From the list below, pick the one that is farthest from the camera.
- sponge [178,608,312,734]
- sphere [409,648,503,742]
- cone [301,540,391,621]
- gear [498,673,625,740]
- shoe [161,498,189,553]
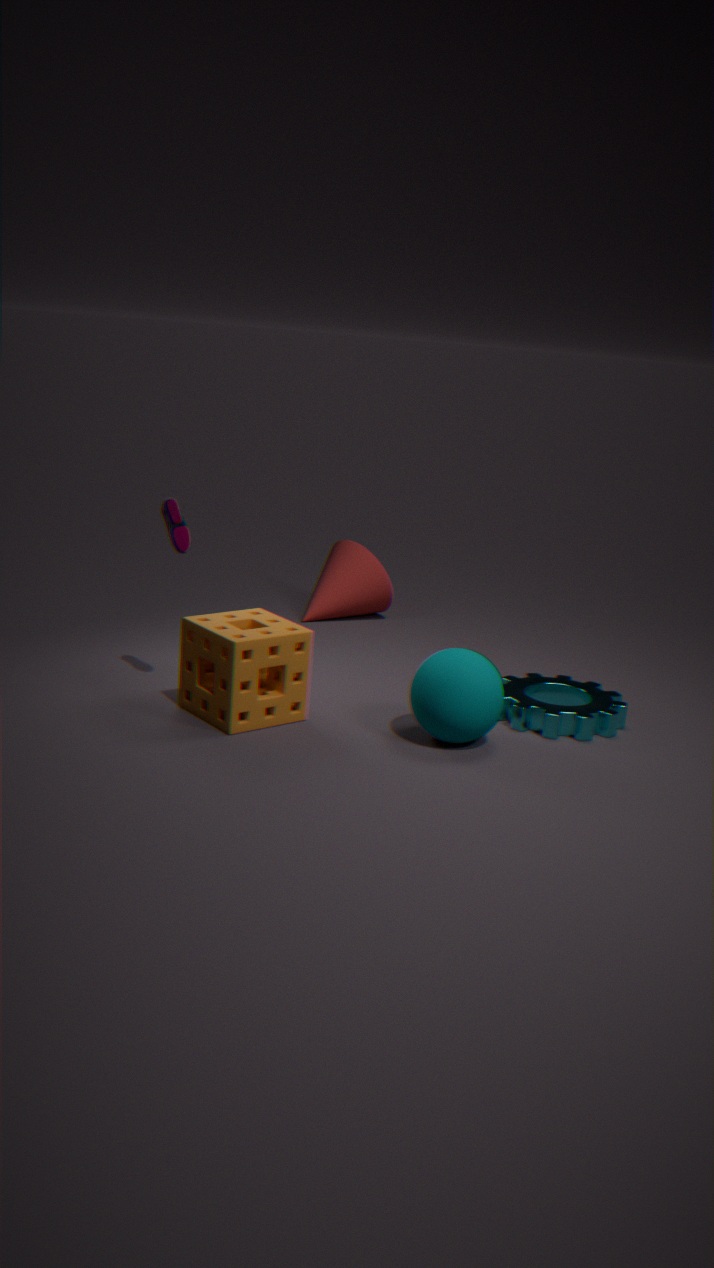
cone [301,540,391,621]
